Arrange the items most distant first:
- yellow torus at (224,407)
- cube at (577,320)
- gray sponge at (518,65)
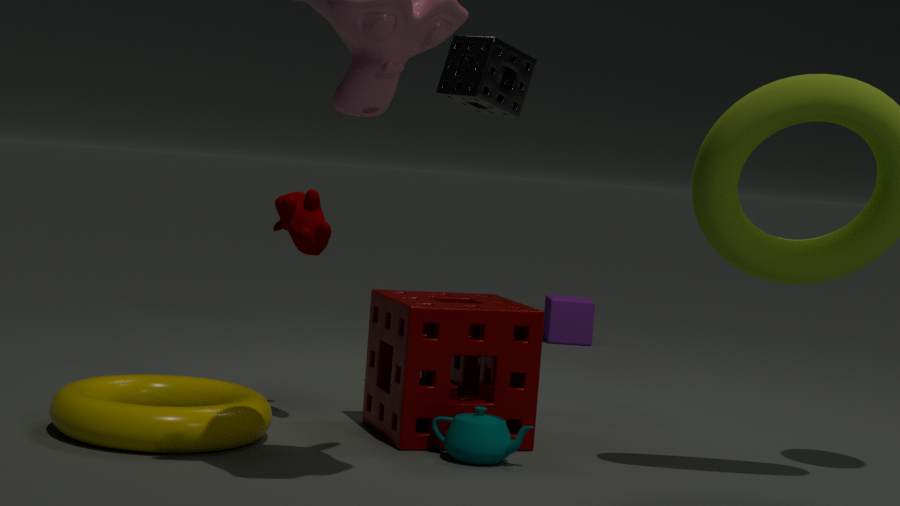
1. cube at (577,320)
2. gray sponge at (518,65)
3. yellow torus at (224,407)
